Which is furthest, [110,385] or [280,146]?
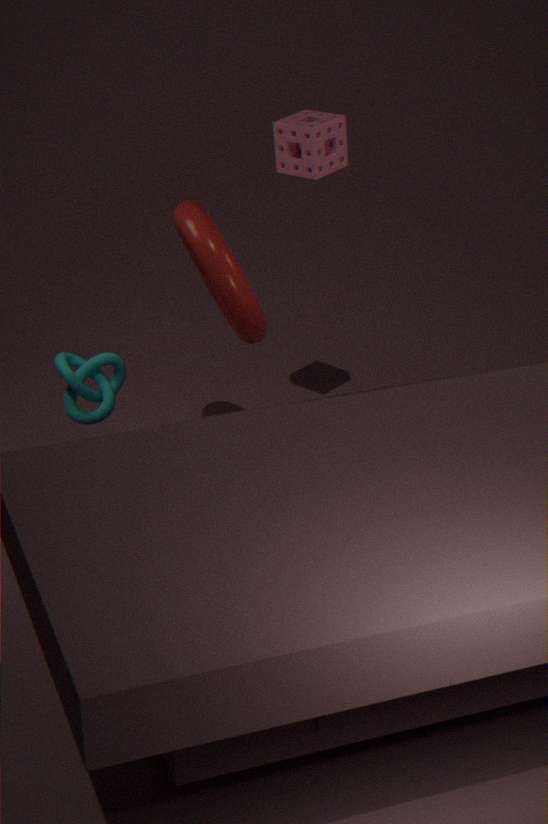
[280,146]
